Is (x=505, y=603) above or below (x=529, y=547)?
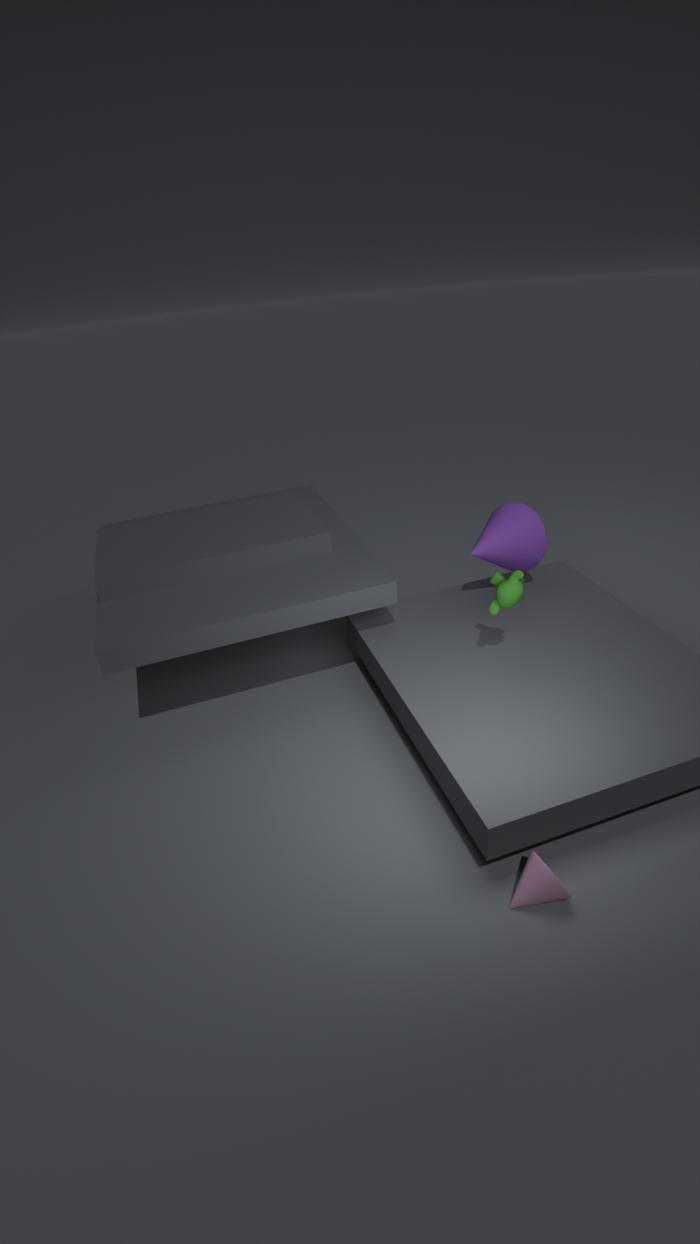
above
